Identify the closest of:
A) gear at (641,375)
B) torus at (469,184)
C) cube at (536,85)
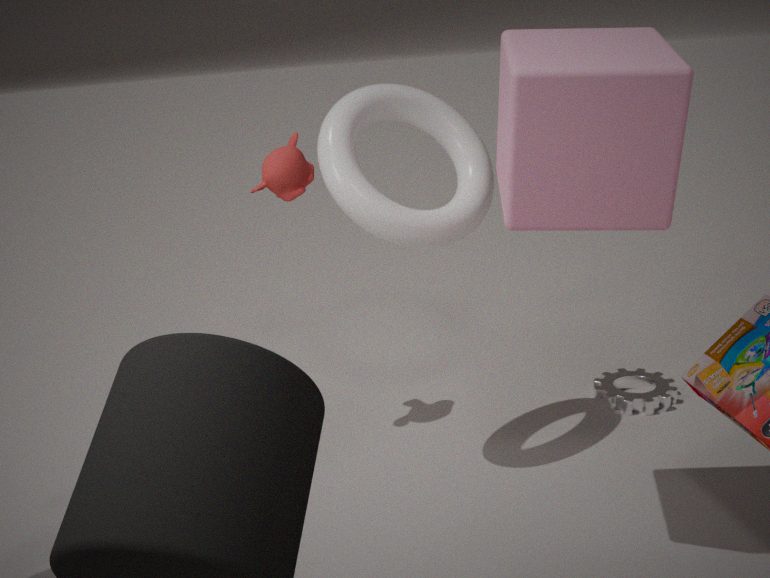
cube at (536,85)
